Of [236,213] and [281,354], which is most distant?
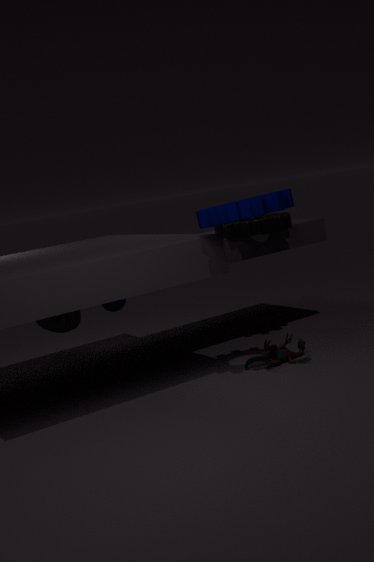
[281,354]
